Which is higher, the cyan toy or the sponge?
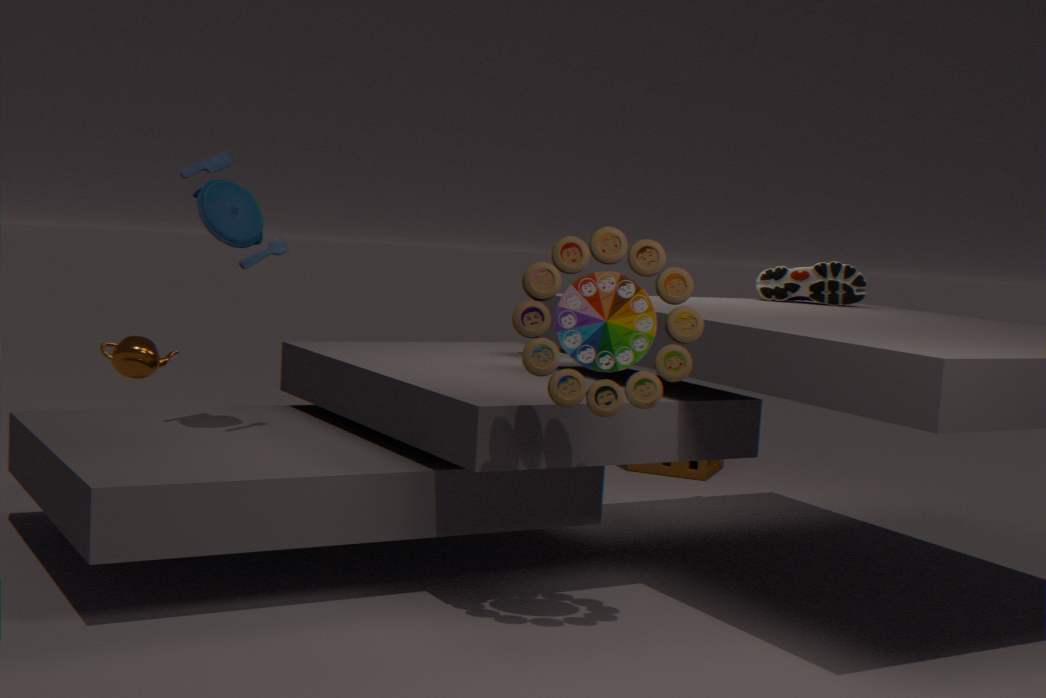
the cyan toy
